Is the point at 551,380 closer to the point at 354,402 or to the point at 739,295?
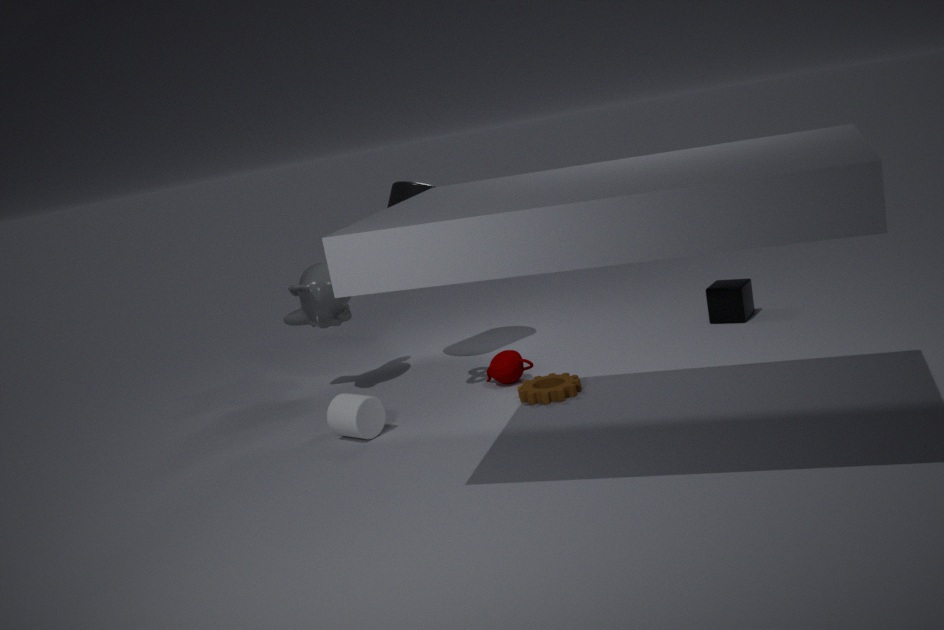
the point at 354,402
